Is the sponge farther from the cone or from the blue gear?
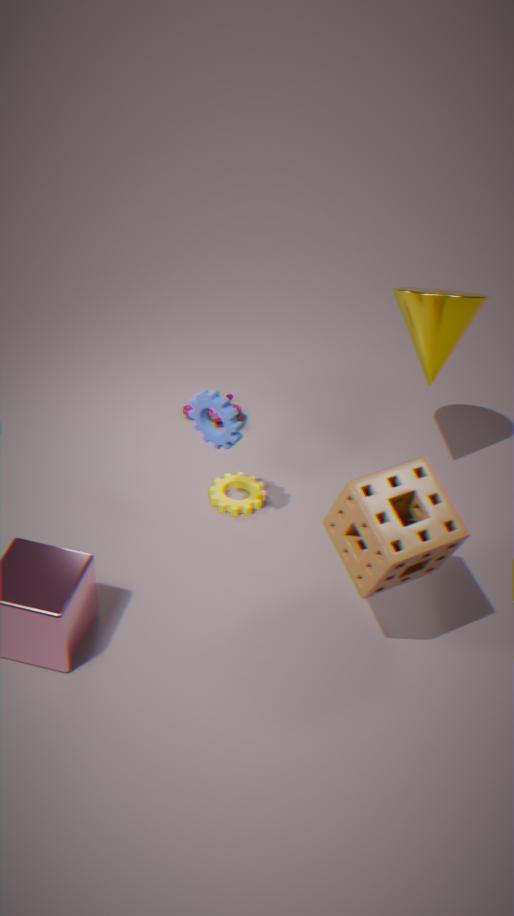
the cone
